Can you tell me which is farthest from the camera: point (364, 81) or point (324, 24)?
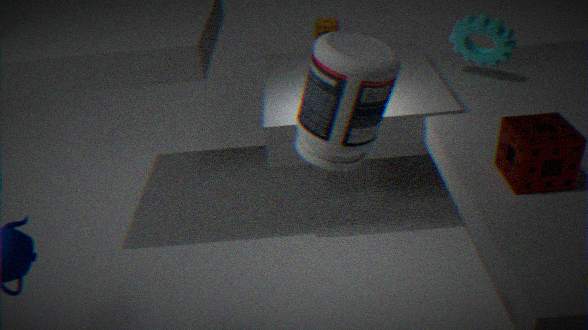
point (324, 24)
